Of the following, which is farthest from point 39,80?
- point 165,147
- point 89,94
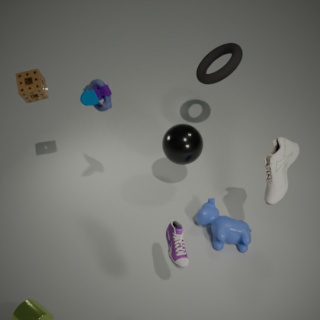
point 165,147
